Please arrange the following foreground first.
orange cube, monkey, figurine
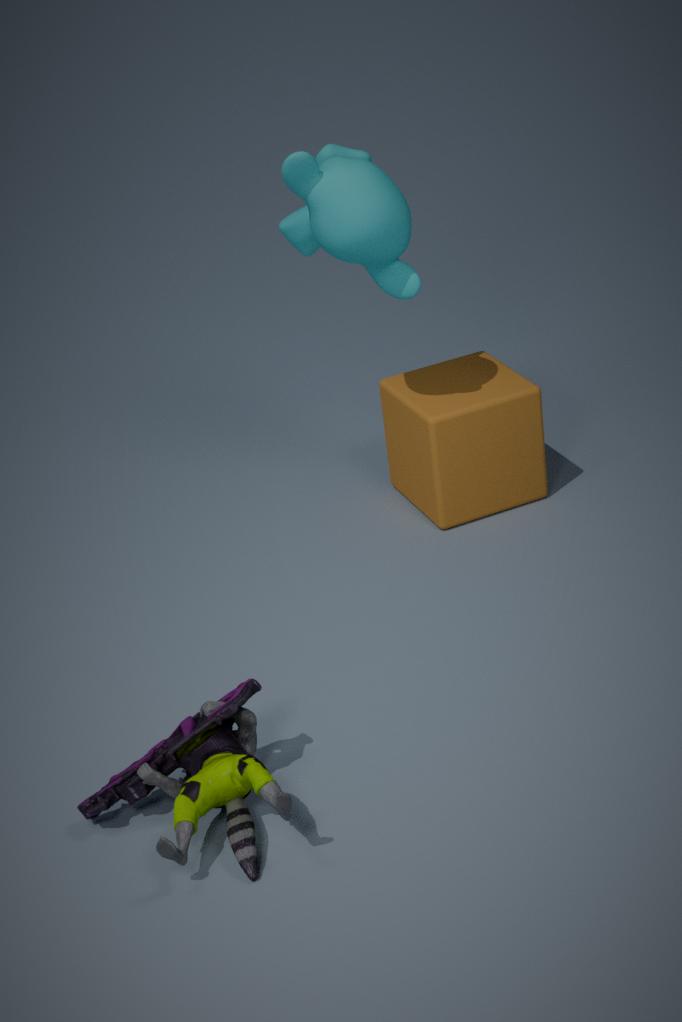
1. figurine
2. monkey
3. orange cube
